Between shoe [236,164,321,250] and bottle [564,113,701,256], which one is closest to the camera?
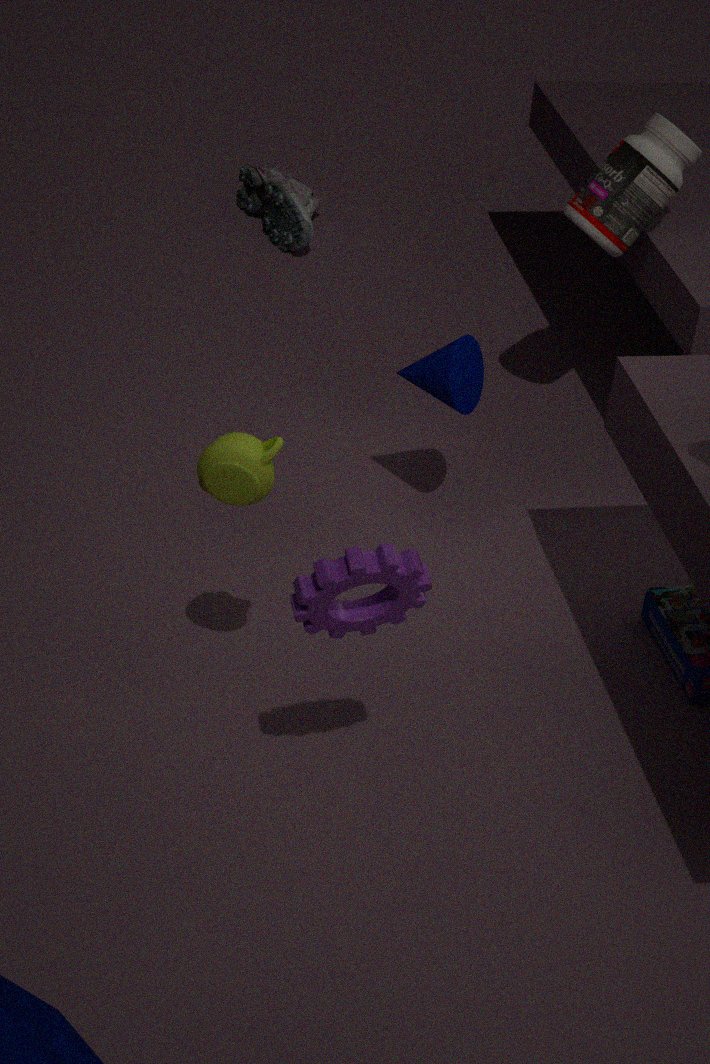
bottle [564,113,701,256]
